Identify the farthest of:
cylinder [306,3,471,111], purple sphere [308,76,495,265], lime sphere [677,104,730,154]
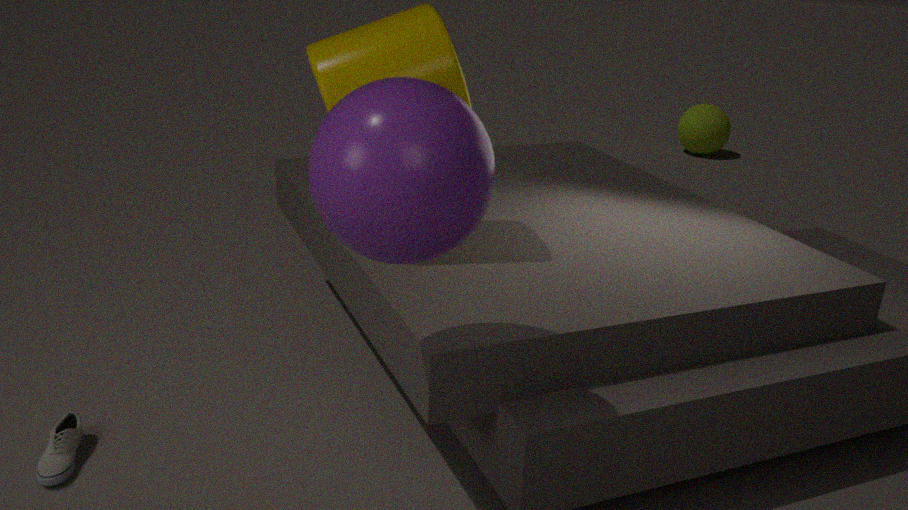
lime sphere [677,104,730,154]
